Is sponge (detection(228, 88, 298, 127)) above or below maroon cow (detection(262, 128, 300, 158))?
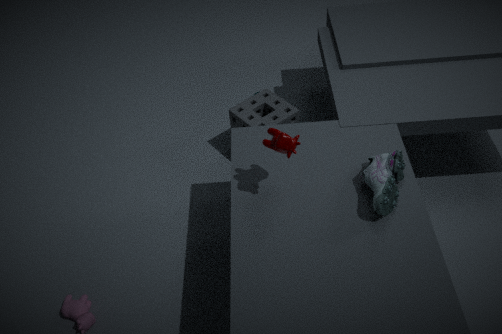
below
